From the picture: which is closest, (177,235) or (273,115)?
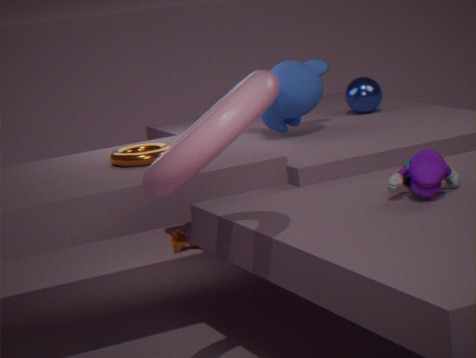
(273,115)
